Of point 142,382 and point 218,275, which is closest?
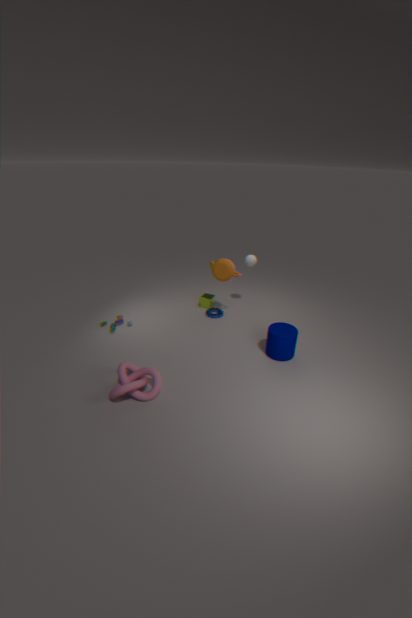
point 142,382
